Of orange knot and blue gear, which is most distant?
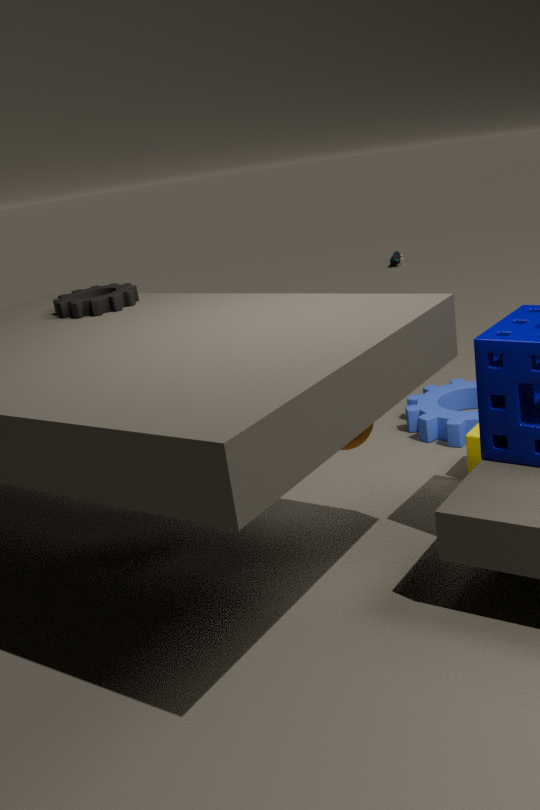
blue gear
